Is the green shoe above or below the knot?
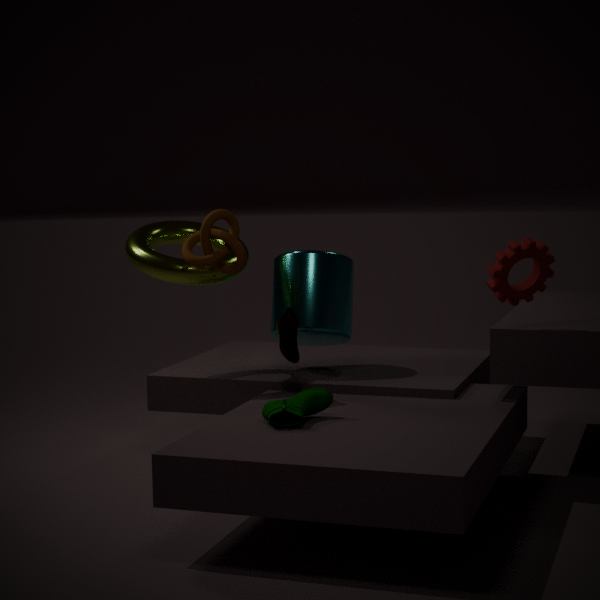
below
